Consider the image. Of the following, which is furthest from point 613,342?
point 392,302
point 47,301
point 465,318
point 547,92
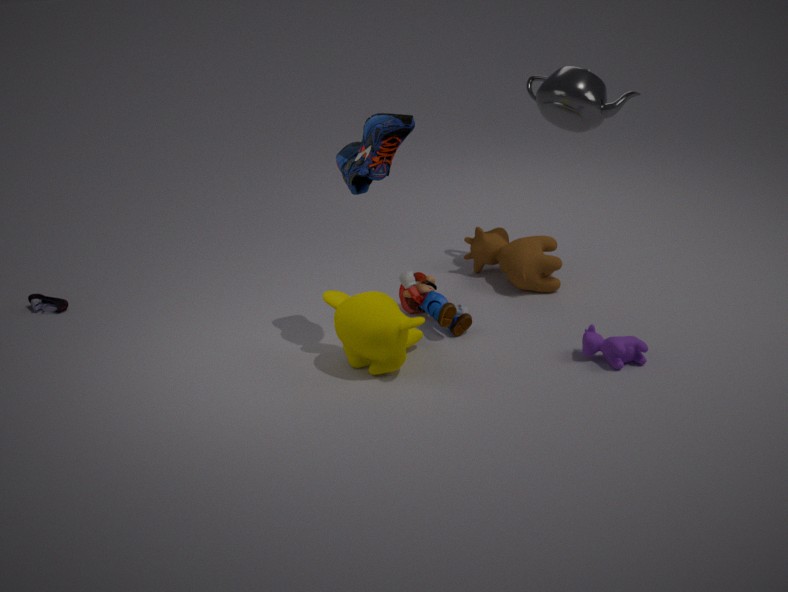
point 47,301
